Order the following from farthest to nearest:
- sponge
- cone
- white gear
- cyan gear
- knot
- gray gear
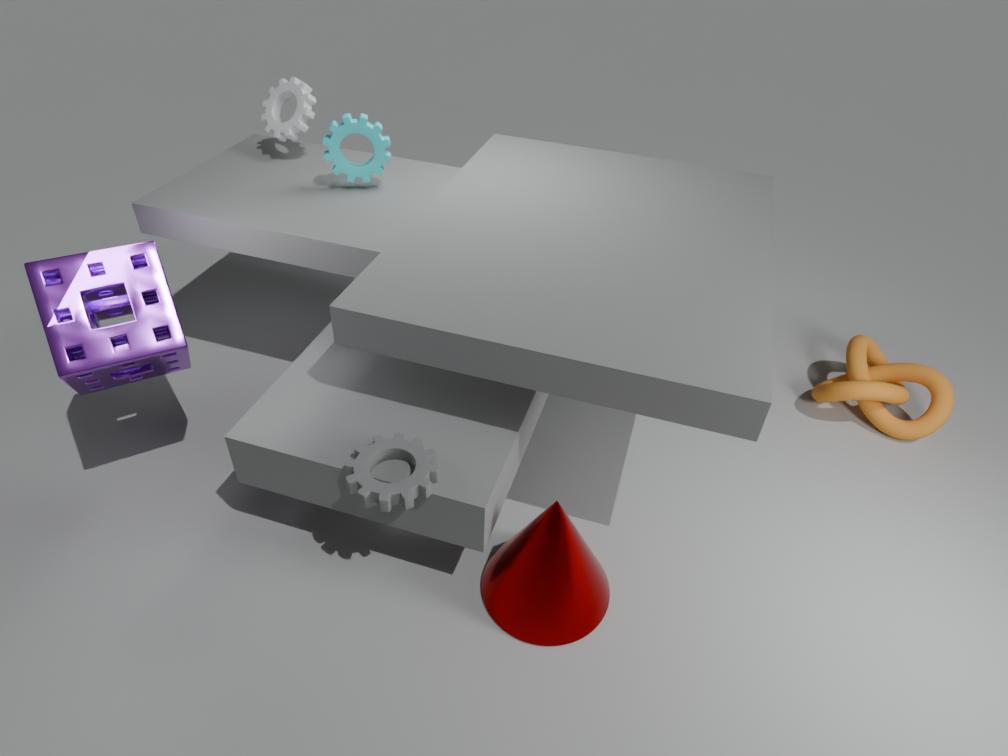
white gear < knot < cyan gear < cone < sponge < gray gear
